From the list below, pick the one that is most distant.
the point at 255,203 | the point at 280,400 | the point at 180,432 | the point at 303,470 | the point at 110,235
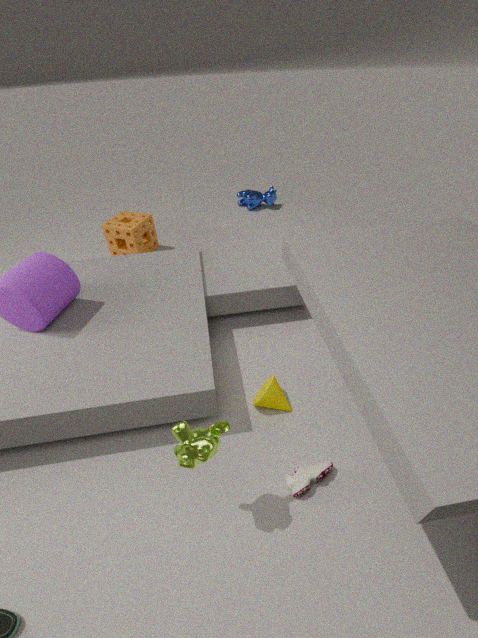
the point at 255,203
